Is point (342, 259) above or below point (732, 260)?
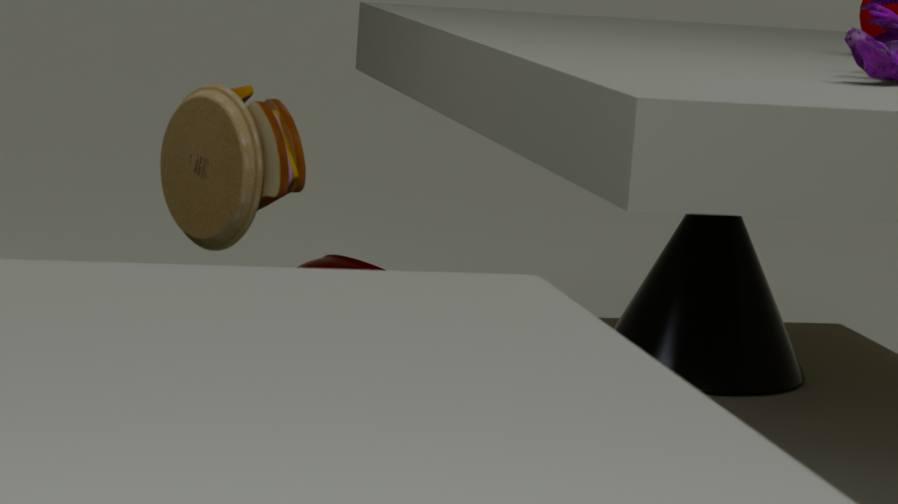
above
